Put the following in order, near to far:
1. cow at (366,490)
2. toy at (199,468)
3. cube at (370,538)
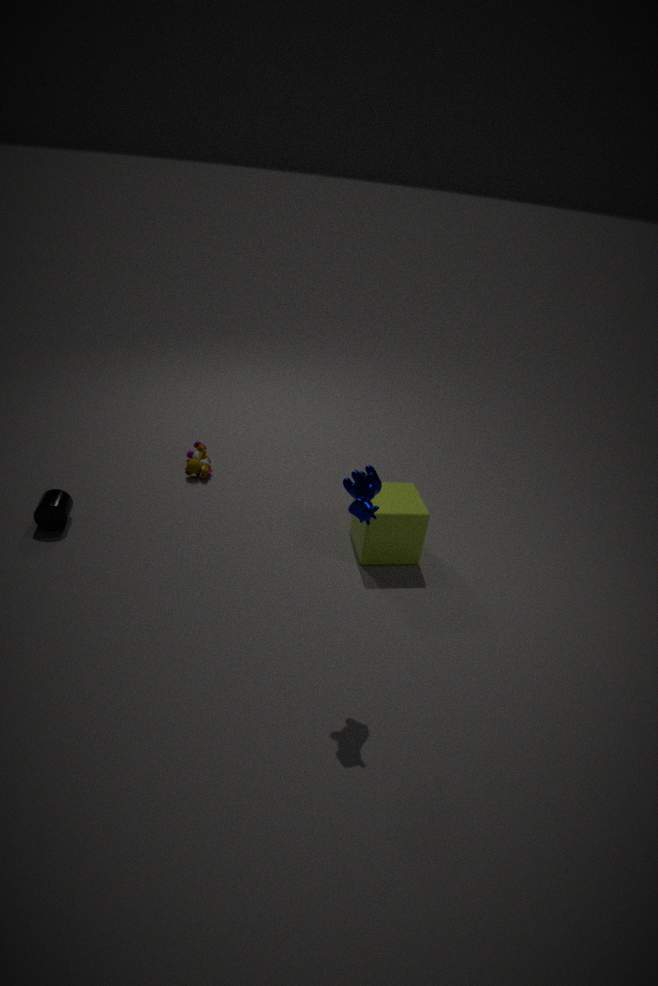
1. cow at (366,490)
2. cube at (370,538)
3. toy at (199,468)
